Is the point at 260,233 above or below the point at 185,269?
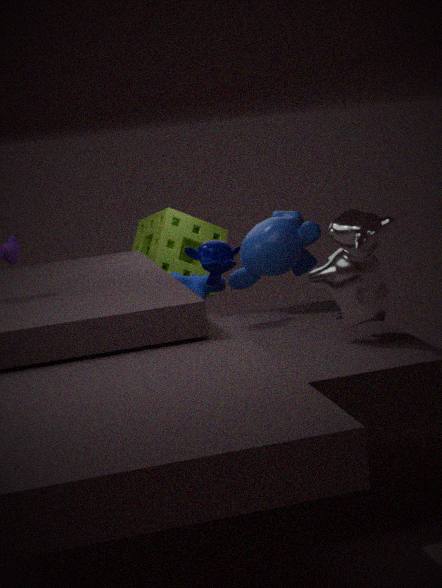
above
